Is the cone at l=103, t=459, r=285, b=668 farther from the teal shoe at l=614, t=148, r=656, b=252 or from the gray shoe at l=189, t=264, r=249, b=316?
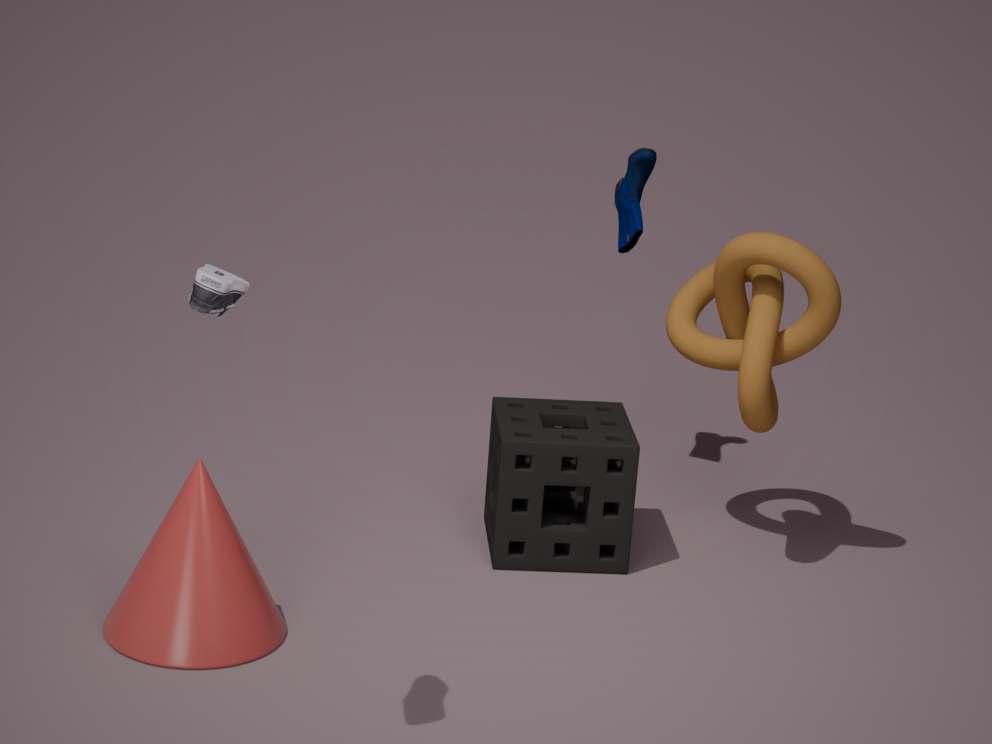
the teal shoe at l=614, t=148, r=656, b=252
